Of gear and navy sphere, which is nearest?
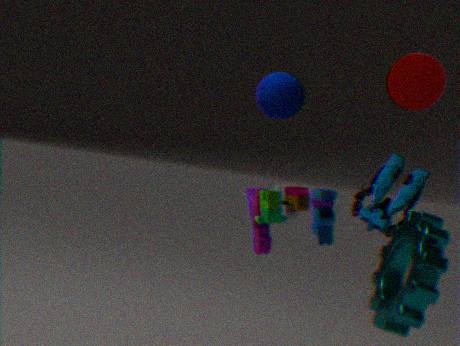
gear
